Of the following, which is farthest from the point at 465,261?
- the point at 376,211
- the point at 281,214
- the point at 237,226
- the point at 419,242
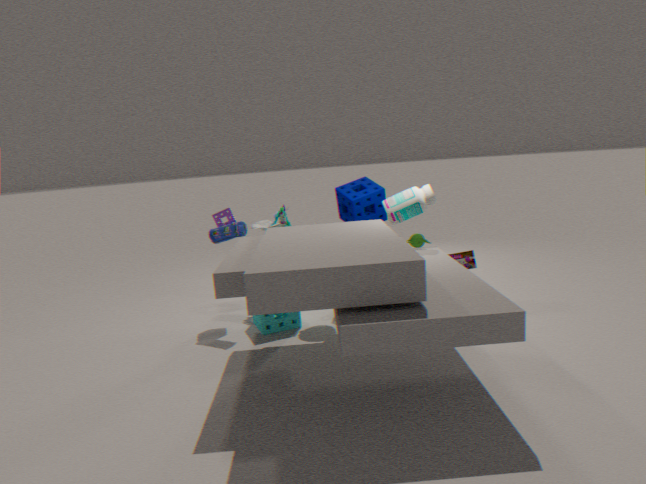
the point at 237,226
